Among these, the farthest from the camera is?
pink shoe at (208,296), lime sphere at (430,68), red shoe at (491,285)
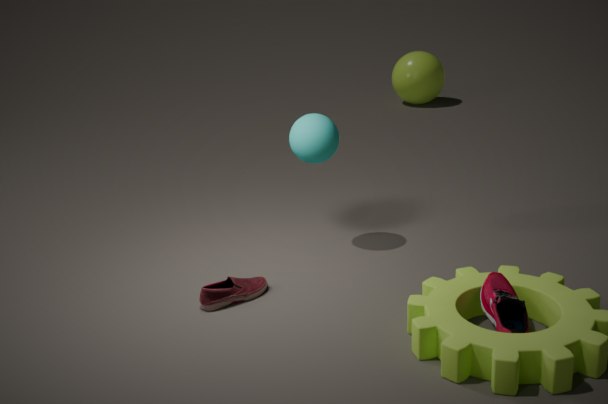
lime sphere at (430,68)
